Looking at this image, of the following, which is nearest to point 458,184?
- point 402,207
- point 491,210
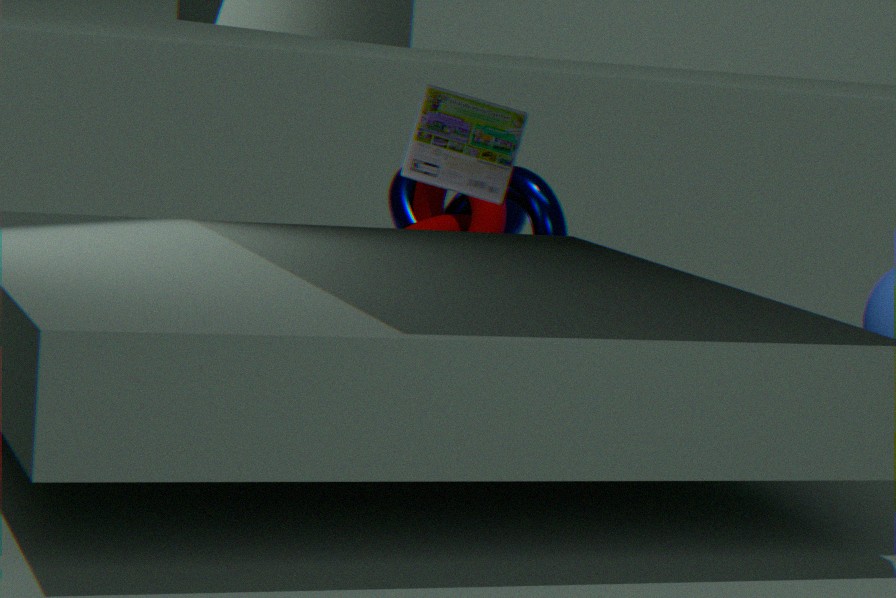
point 491,210
